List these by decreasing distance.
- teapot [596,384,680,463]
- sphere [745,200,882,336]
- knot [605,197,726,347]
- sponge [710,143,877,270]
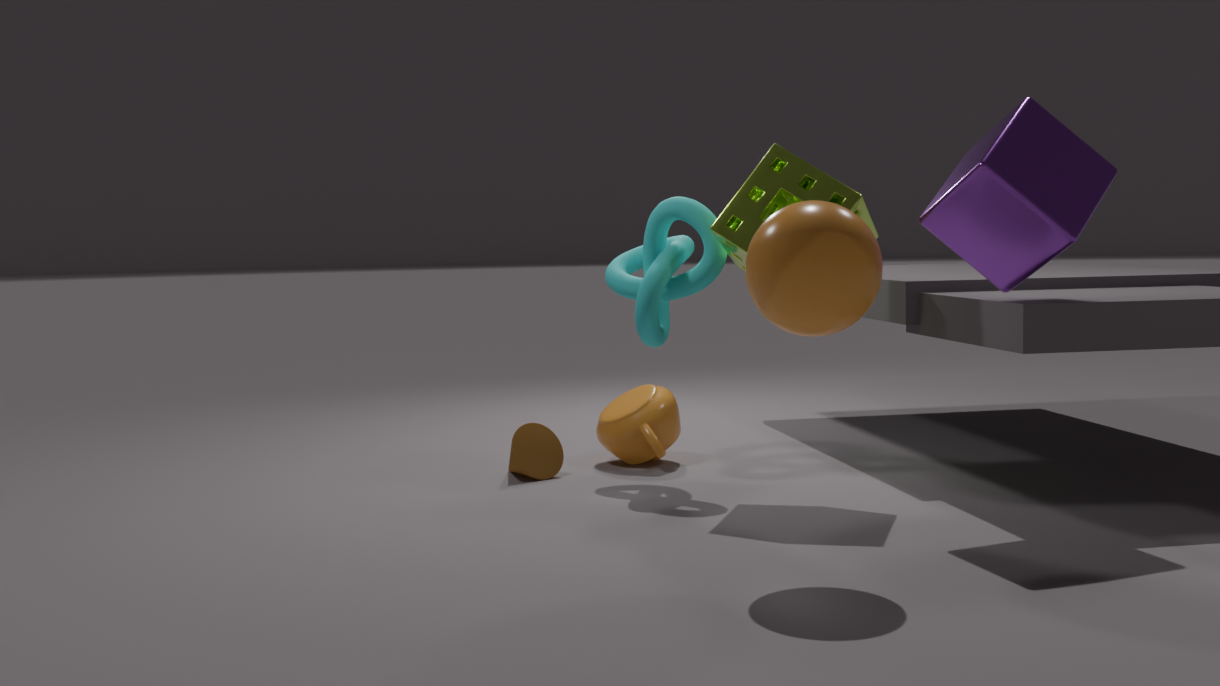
1. teapot [596,384,680,463]
2. knot [605,197,726,347]
3. sponge [710,143,877,270]
4. sphere [745,200,882,336]
